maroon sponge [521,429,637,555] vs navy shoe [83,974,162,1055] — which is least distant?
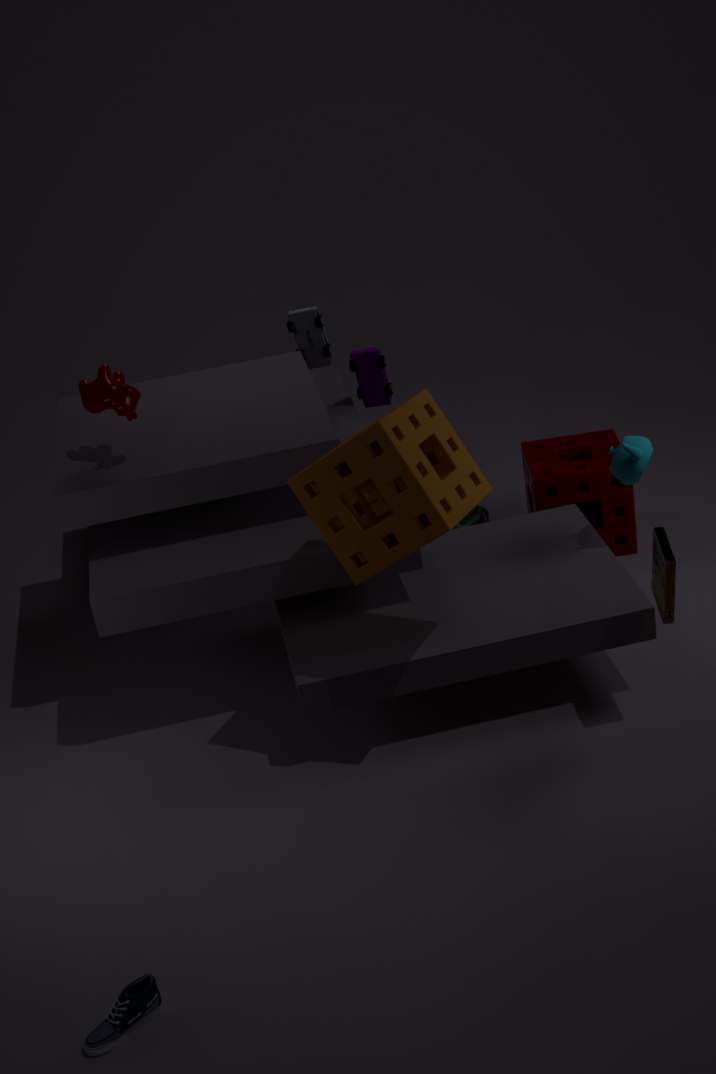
navy shoe [83,974,162,1055]
